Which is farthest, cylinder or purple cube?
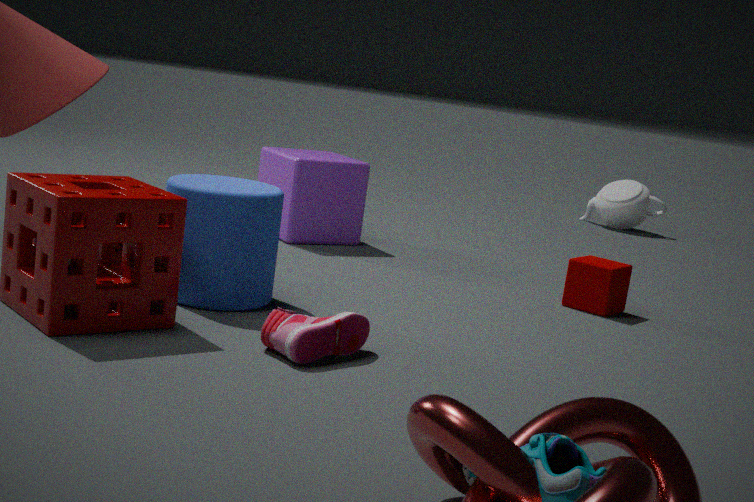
purple cube
